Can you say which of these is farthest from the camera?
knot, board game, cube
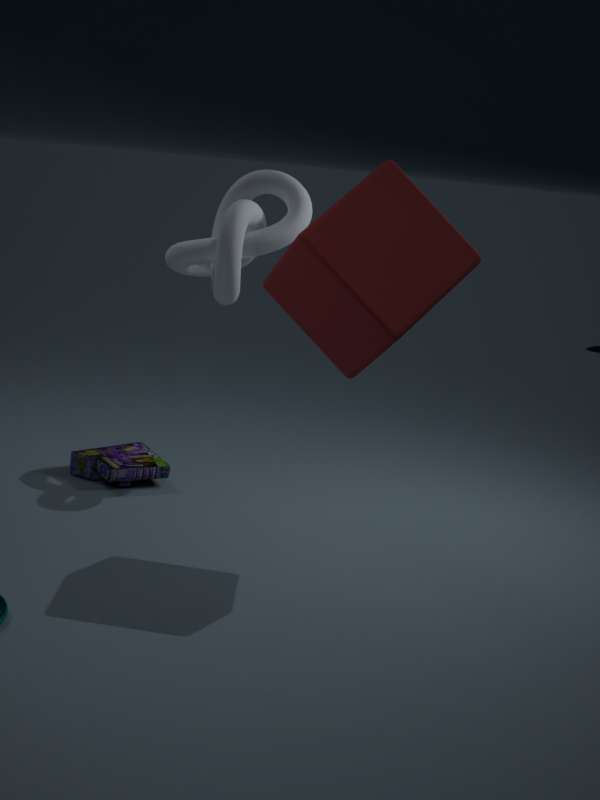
board game
